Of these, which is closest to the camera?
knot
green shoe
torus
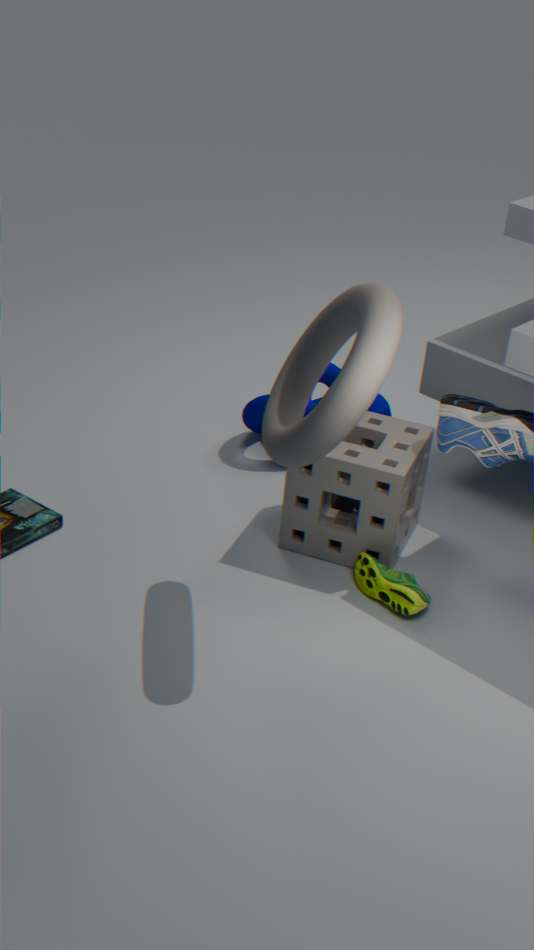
torus
